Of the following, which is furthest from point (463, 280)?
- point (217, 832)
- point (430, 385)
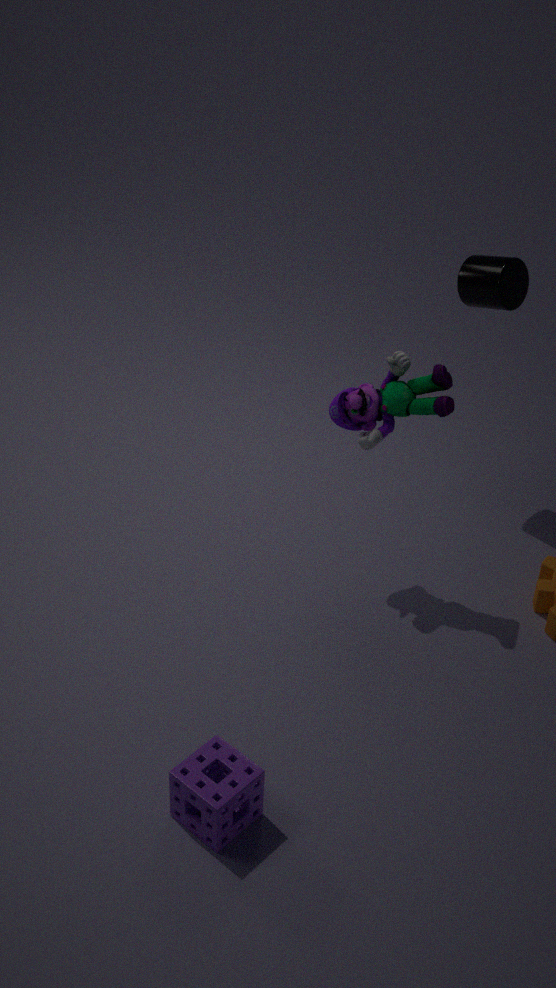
point (217, 832)
